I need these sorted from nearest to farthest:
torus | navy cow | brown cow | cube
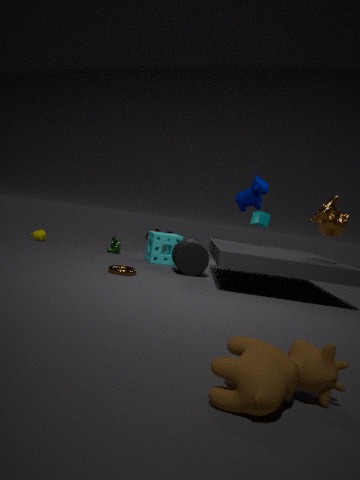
brown cow < torus < navy cow < cube
